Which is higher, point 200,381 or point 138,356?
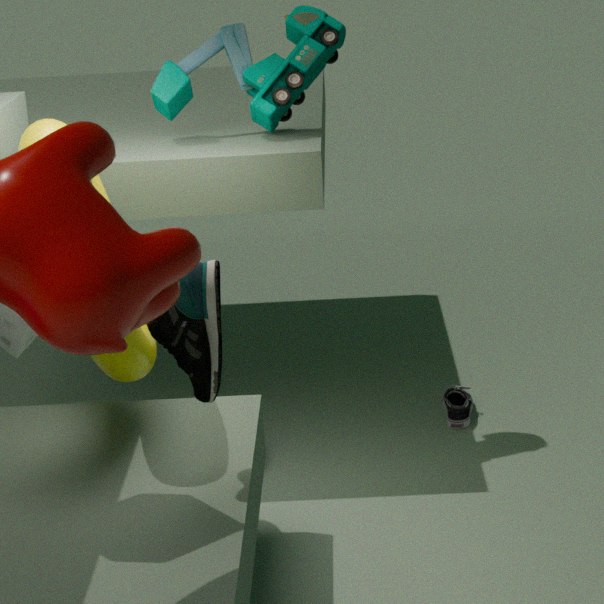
point 138,356
